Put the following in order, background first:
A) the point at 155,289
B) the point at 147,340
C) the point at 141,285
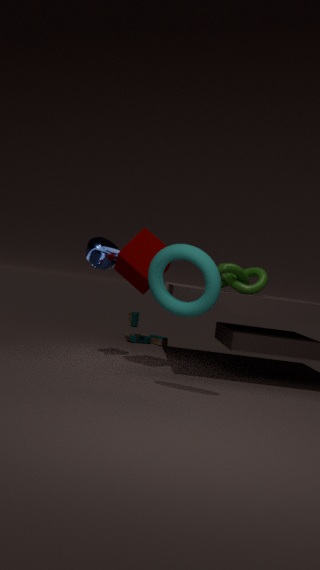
the point at 147,340 → the point at 141,285 → the point at 155,289
